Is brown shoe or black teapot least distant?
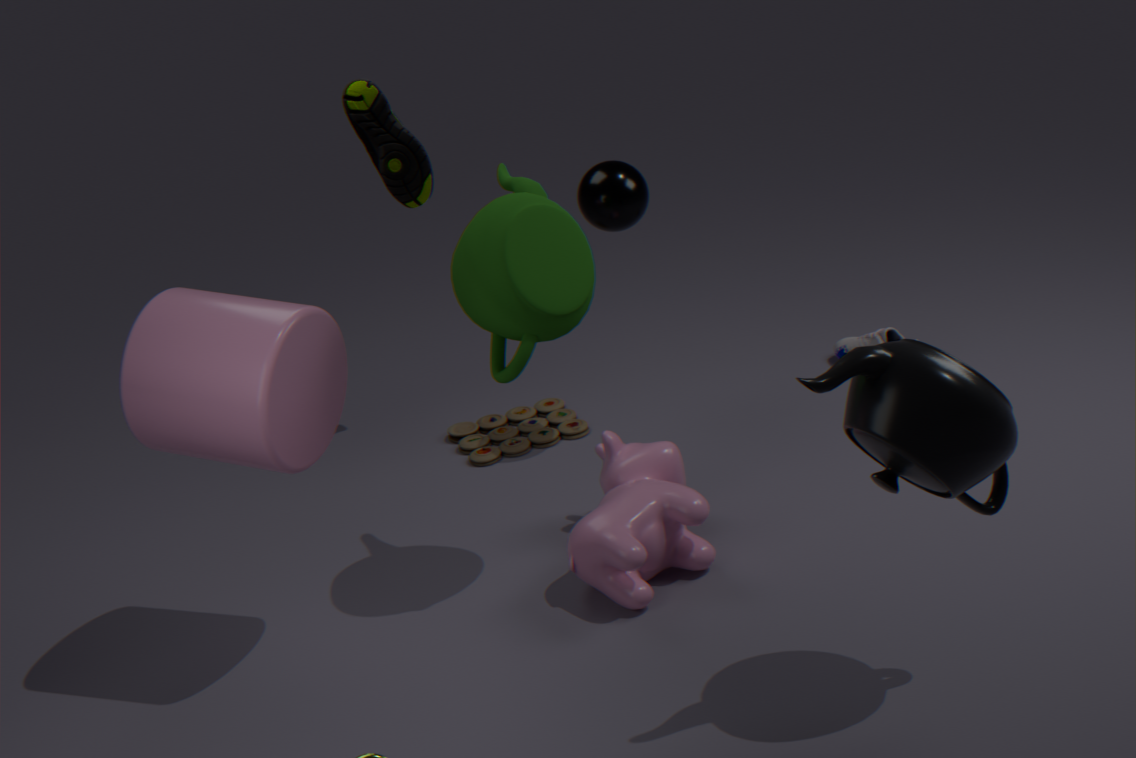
black teapot
